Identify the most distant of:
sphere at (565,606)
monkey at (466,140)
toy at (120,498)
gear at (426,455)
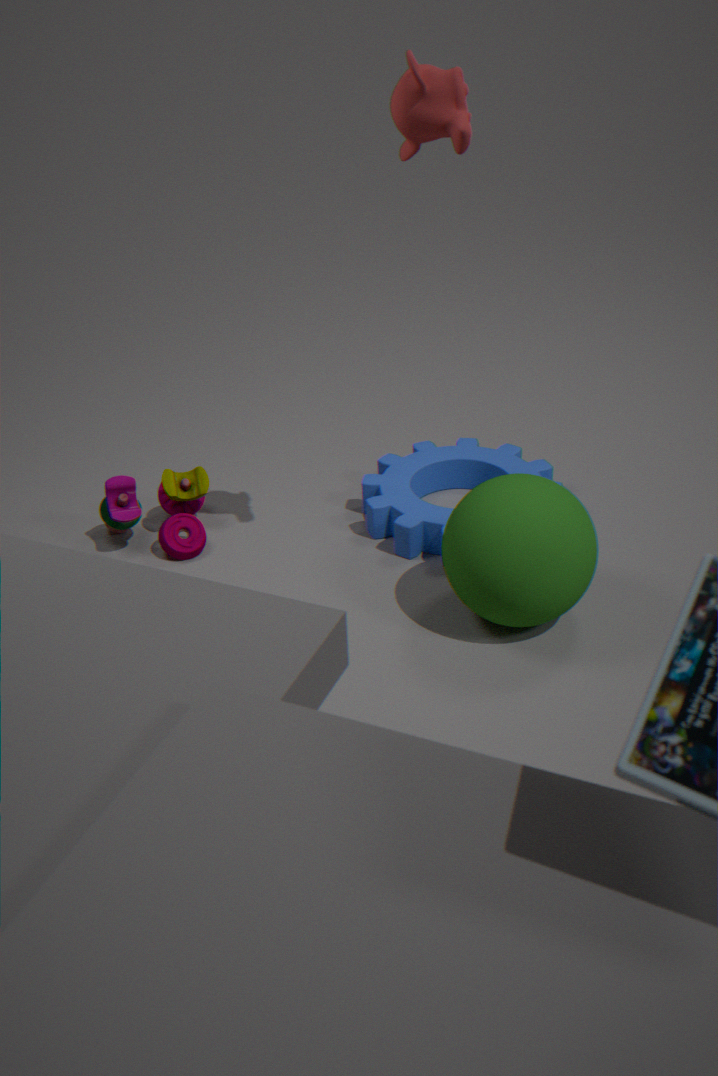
toy at (120,498)
